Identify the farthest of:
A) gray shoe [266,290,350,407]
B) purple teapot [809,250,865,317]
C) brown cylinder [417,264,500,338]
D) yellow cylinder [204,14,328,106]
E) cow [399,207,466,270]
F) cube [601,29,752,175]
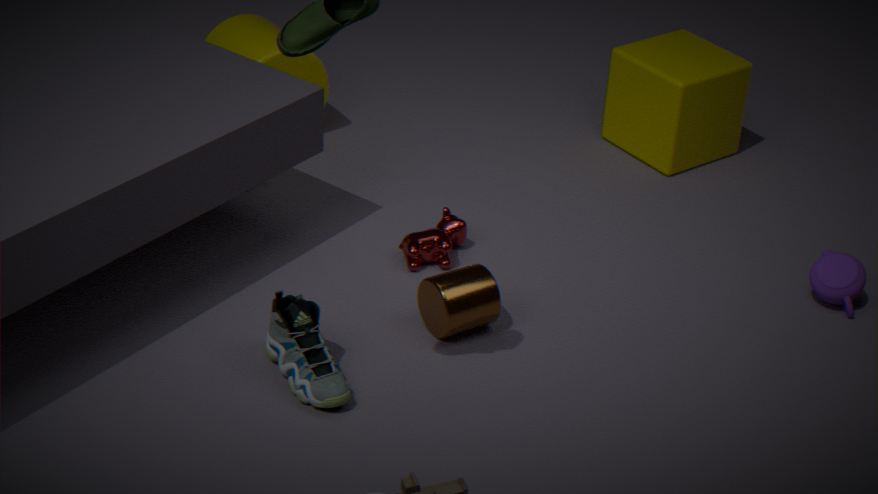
yellow cylinder [204,14,328,106]
